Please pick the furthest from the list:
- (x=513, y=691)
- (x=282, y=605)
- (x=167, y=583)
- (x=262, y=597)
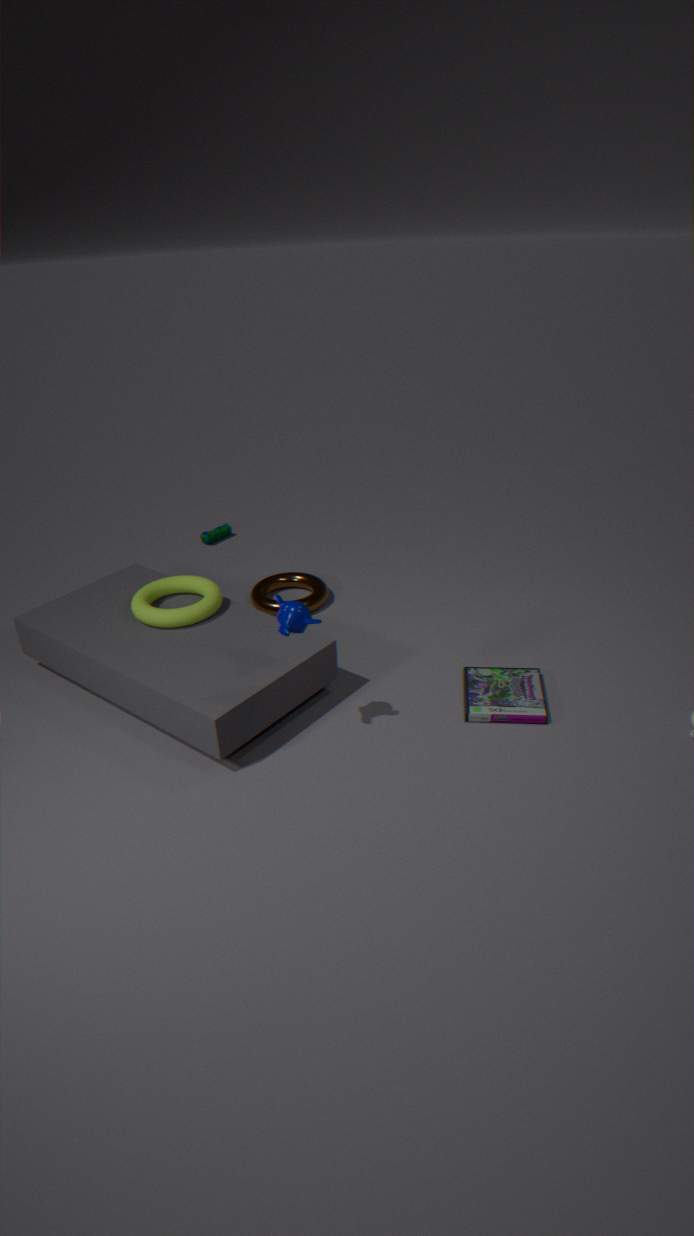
(x=262, y=597)
